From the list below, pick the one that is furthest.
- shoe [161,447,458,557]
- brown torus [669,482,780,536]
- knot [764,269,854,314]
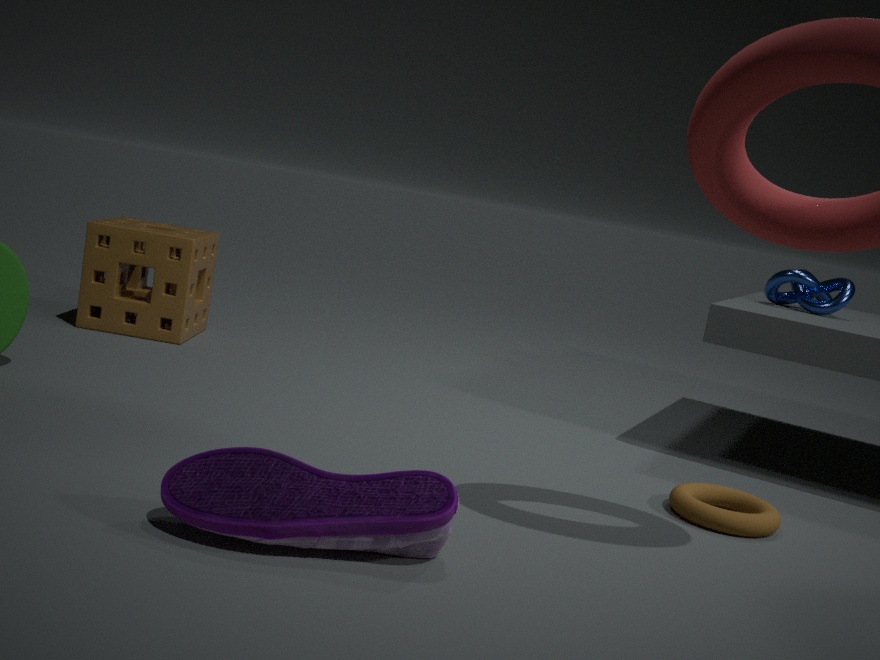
knot [764,269,854,314]
